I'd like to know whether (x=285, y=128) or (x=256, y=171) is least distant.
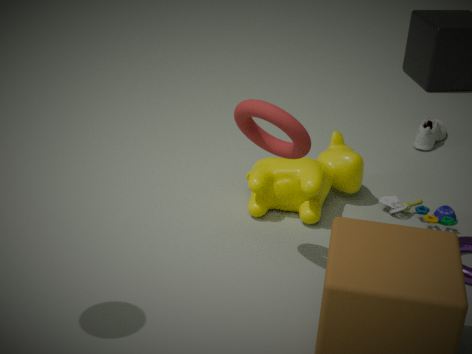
(x=285, y=128)
